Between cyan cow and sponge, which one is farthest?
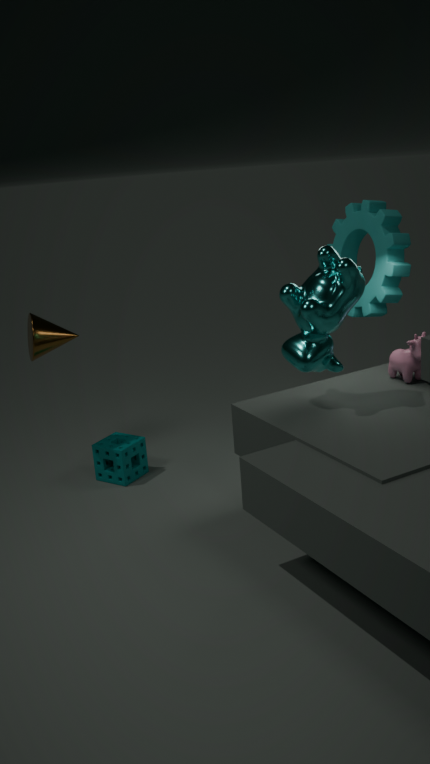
sponge
